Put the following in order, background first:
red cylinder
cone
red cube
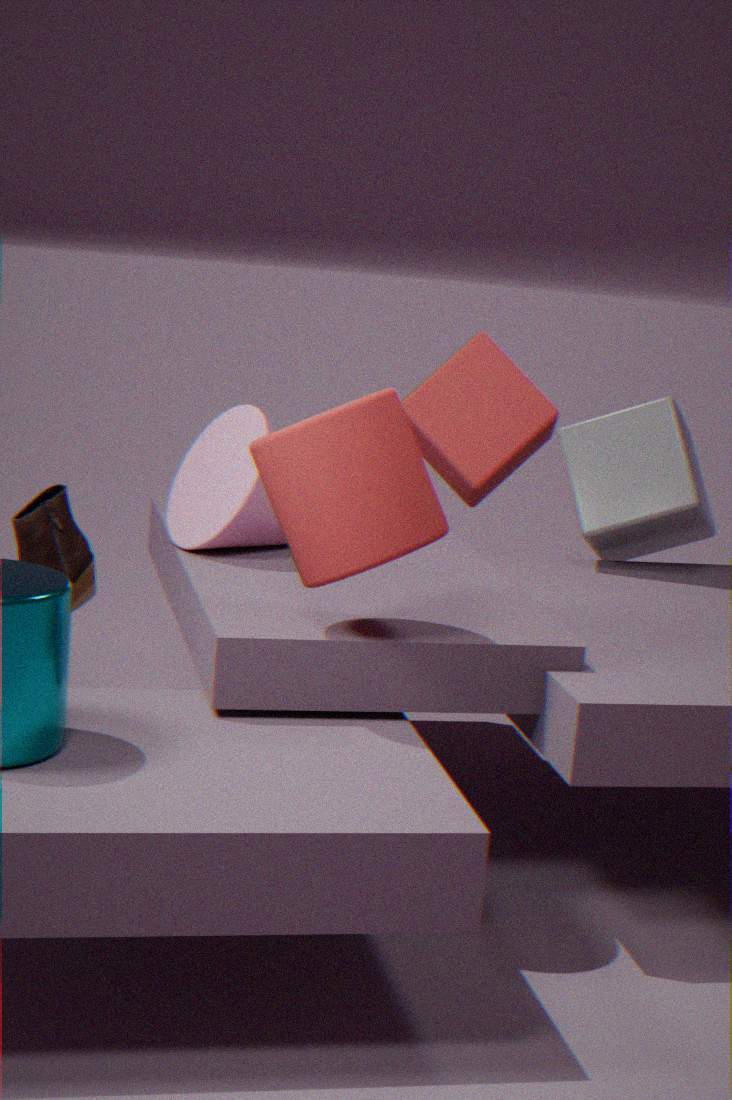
red cube < cone < red cylinder
